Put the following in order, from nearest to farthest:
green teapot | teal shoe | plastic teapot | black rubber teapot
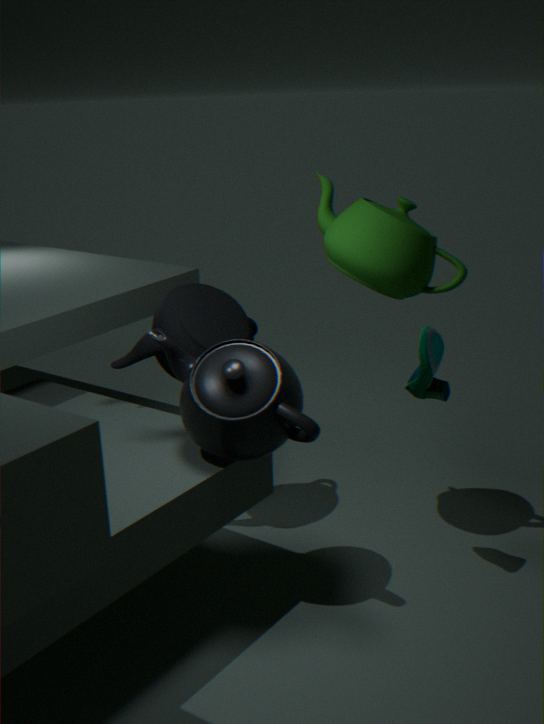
plastic teapot → teal shoe → green teapot → black rubber teapot
